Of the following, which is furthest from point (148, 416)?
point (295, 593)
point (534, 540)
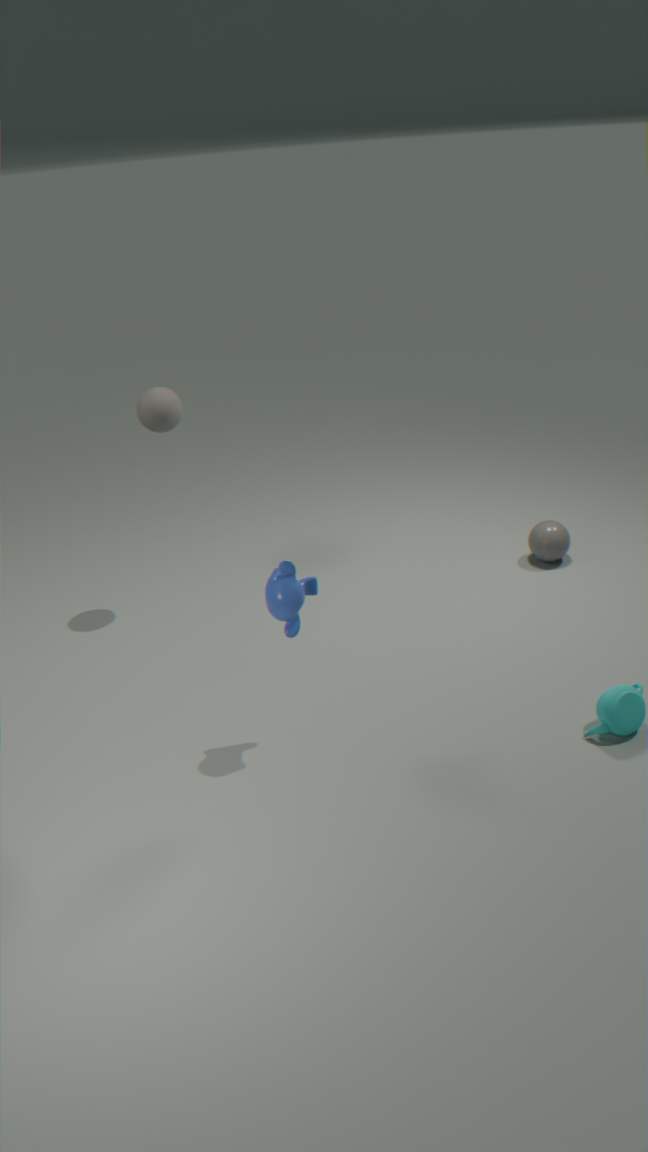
point (534, 540)
